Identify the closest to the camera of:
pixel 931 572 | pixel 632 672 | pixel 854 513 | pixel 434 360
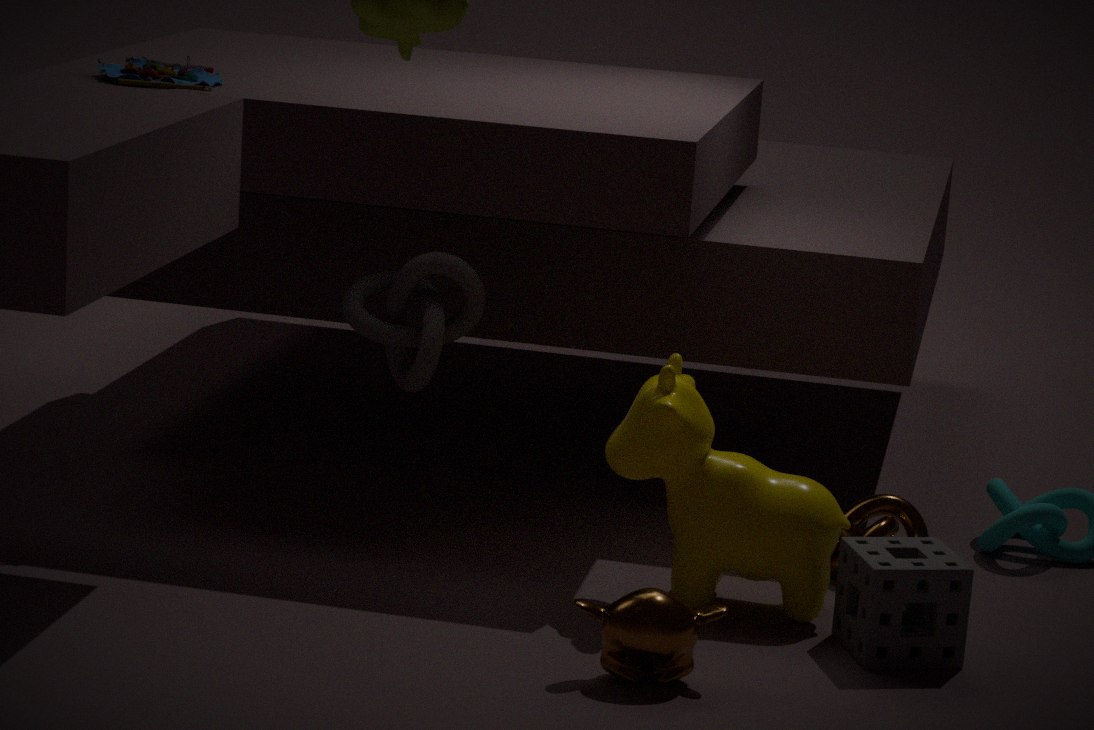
pixel 632 672
